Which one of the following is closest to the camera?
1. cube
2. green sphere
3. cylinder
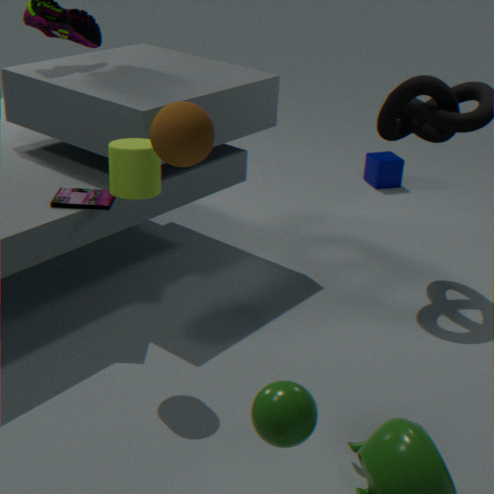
green sphere
